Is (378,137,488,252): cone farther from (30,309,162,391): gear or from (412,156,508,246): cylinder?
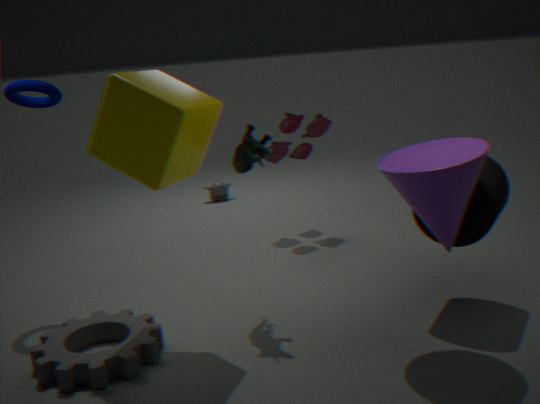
(30,309,162,391): gear
